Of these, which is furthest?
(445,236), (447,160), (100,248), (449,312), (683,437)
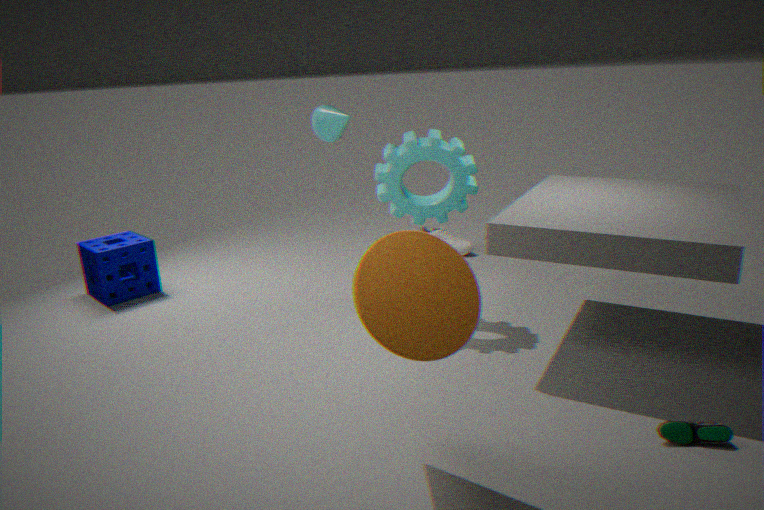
(445,236)
